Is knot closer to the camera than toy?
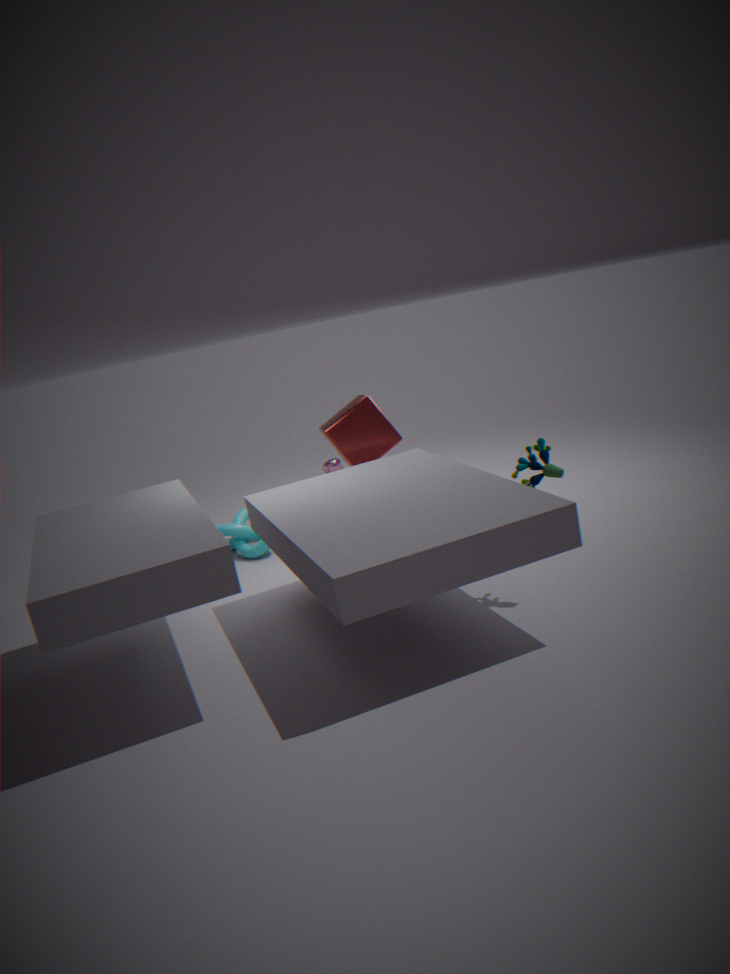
No
